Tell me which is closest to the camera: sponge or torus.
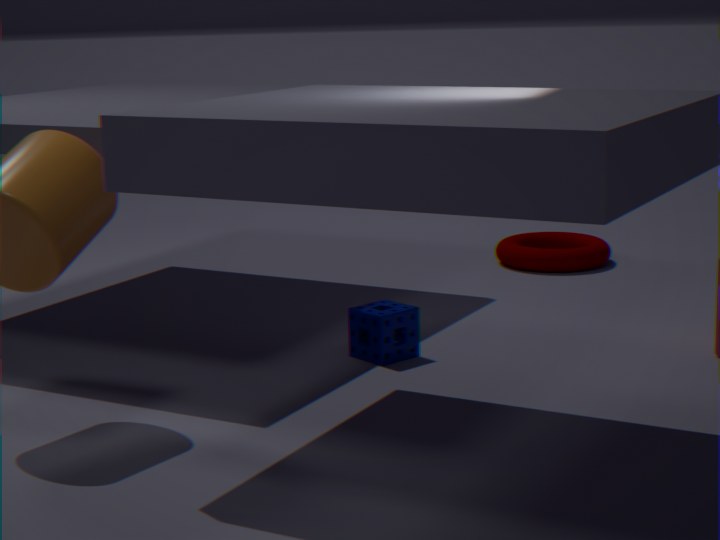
sponge
